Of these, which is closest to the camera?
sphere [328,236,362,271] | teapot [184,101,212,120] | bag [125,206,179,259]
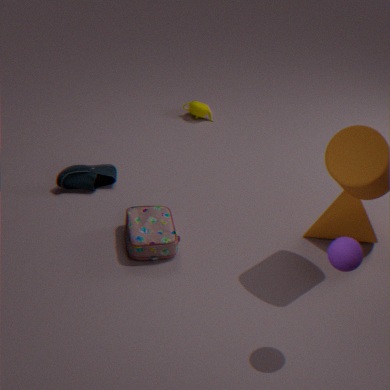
sphere [328,236,362,271]
